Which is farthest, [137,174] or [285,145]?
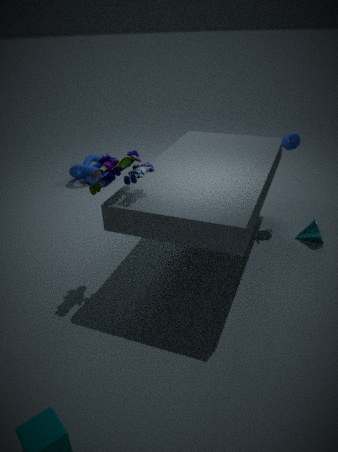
[285,145]
